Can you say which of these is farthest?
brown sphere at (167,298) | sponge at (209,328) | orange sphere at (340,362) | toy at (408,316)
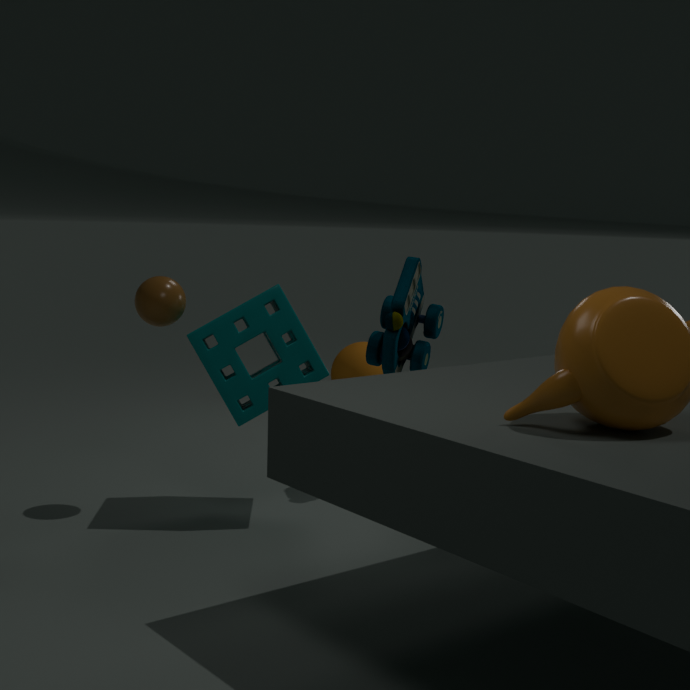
orange sphere at (340,362)
